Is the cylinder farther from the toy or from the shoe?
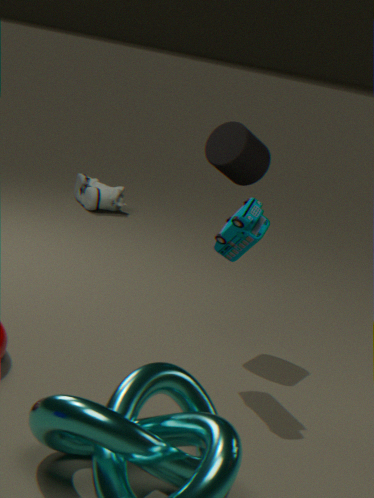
the shoe
